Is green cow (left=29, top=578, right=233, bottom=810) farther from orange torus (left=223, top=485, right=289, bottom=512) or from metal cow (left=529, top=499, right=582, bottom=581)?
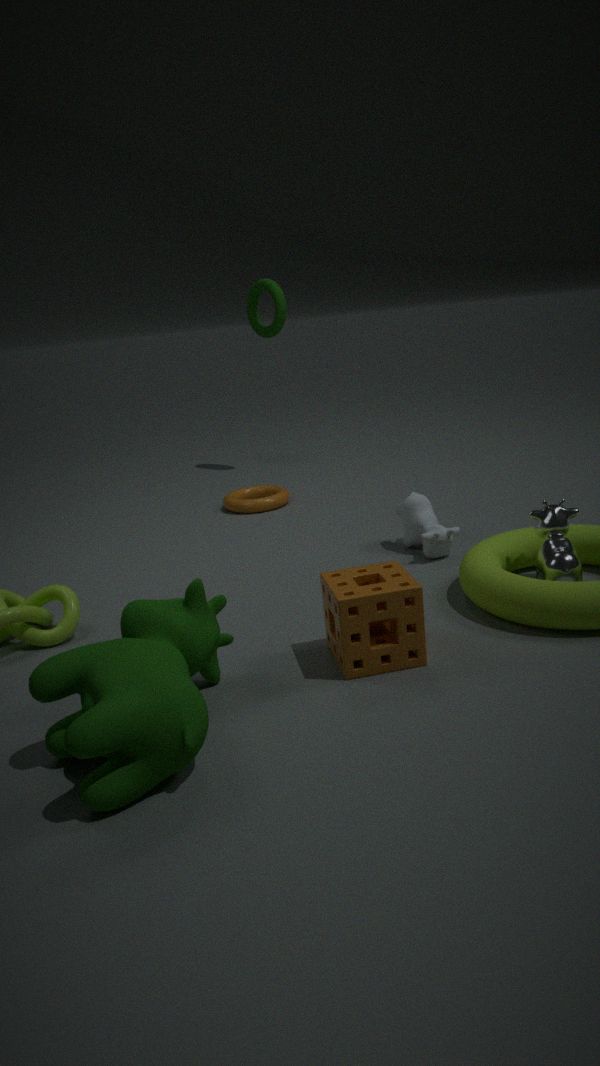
orange torus (left=223, top=485, right=289, bottom=512)
